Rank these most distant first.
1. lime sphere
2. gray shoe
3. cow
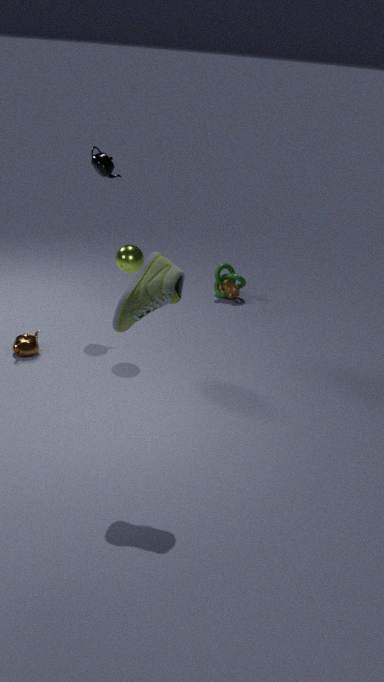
1. cow
2. lime sphere
3. gray shoe
